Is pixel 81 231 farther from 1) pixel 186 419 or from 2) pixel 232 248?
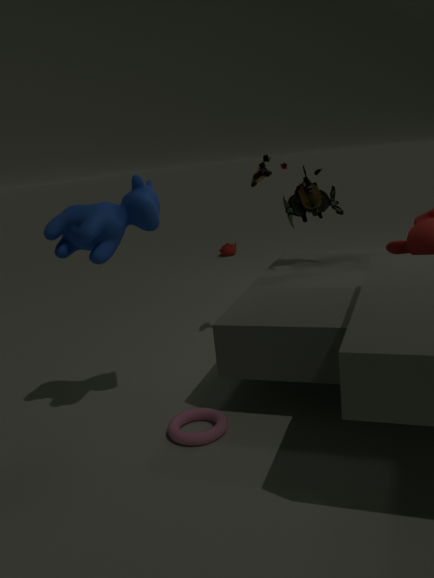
2) pixel 232 248
